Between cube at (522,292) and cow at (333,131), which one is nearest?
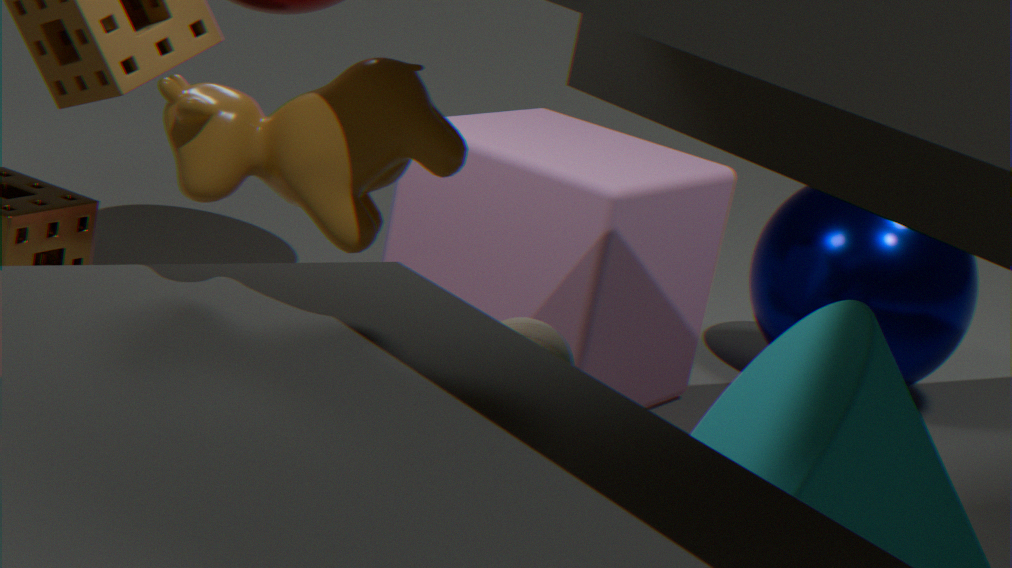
cow at (333,131)
